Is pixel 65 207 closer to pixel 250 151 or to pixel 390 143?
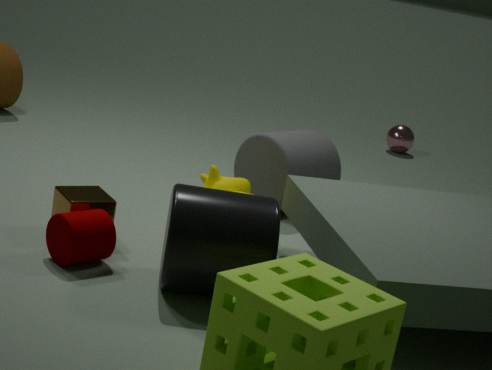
pixel 250 151
